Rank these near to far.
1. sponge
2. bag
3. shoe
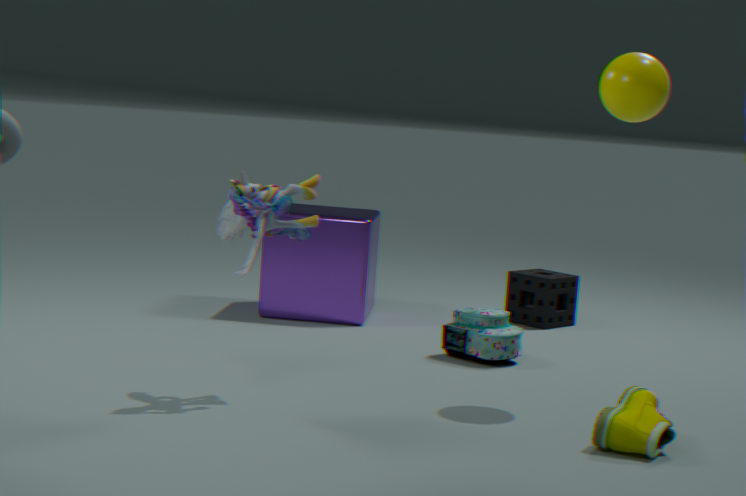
1. shoe
2. bag
3. sponge
